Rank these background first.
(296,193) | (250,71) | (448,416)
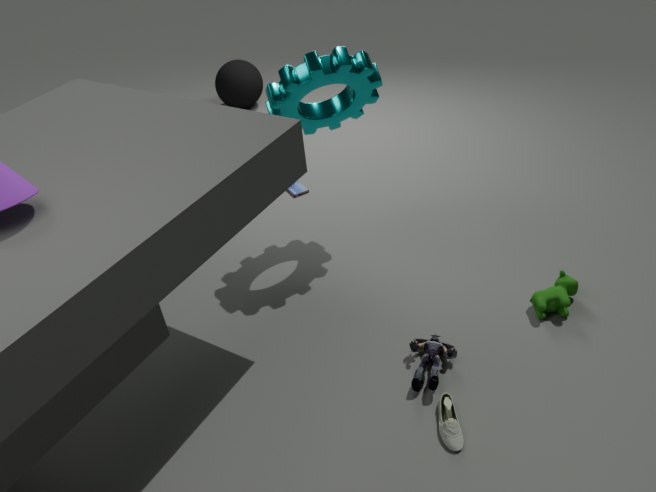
(250,71)
(296,193)
(448,416)
